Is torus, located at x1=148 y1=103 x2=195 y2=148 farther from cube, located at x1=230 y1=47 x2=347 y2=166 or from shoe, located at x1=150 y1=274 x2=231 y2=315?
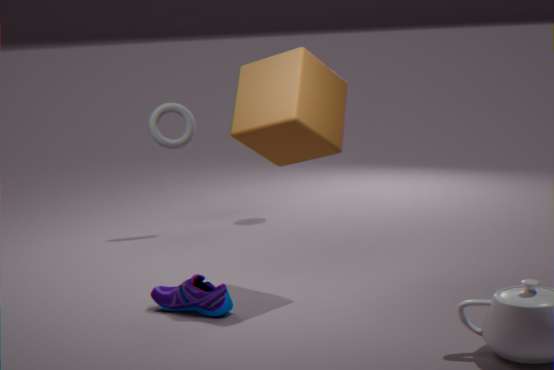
shoe, located at x1=150 y1=274 x2=231 y2=315
